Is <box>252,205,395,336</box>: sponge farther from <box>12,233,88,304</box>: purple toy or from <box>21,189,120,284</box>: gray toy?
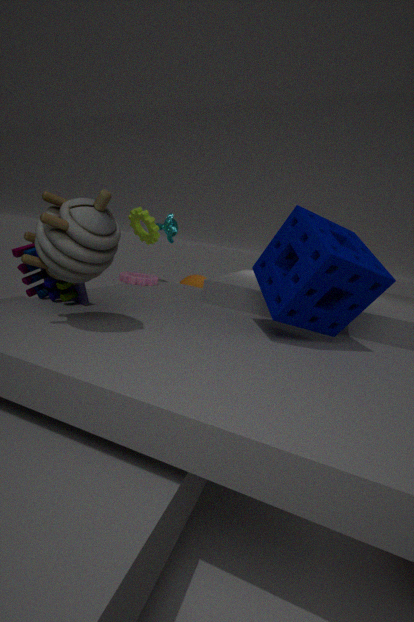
<box>12,233,88,304</box>: purple toy
